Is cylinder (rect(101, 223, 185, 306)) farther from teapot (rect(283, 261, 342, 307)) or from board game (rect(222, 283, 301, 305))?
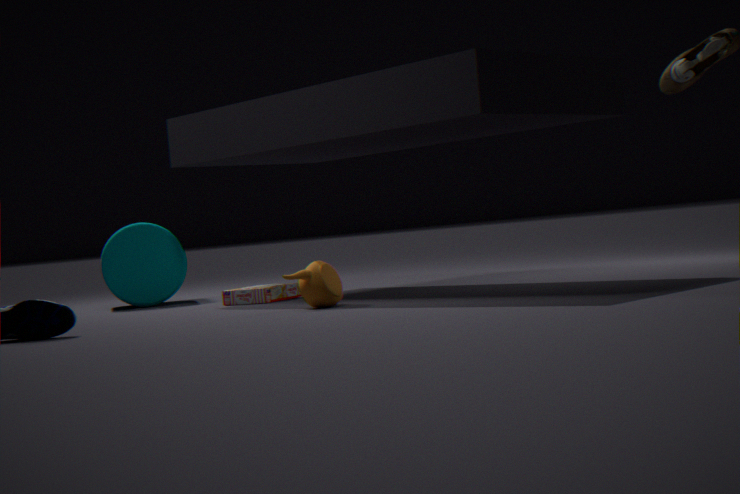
teapot (rect(283, 261, 342, 307))
